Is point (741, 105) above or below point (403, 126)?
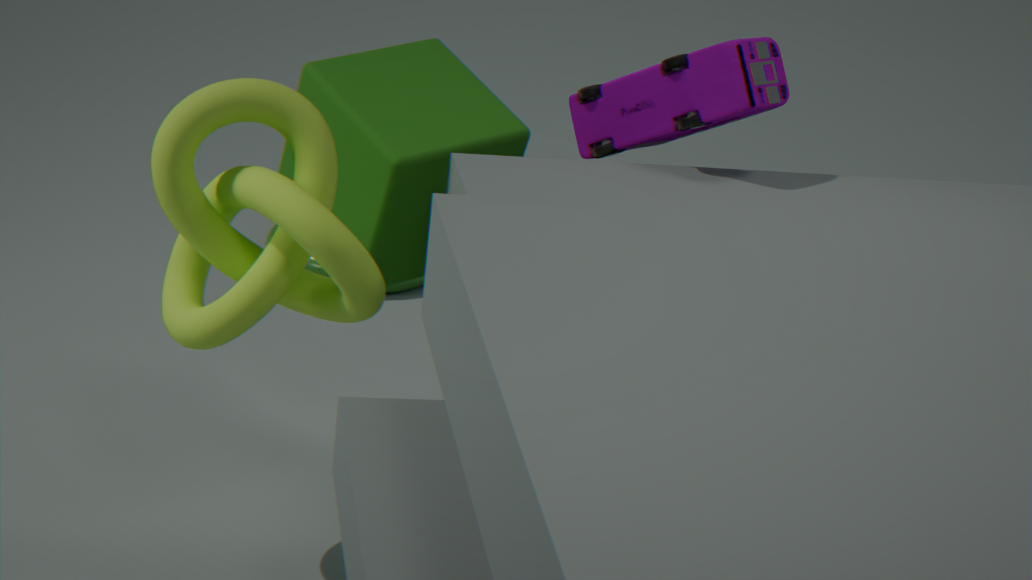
above
